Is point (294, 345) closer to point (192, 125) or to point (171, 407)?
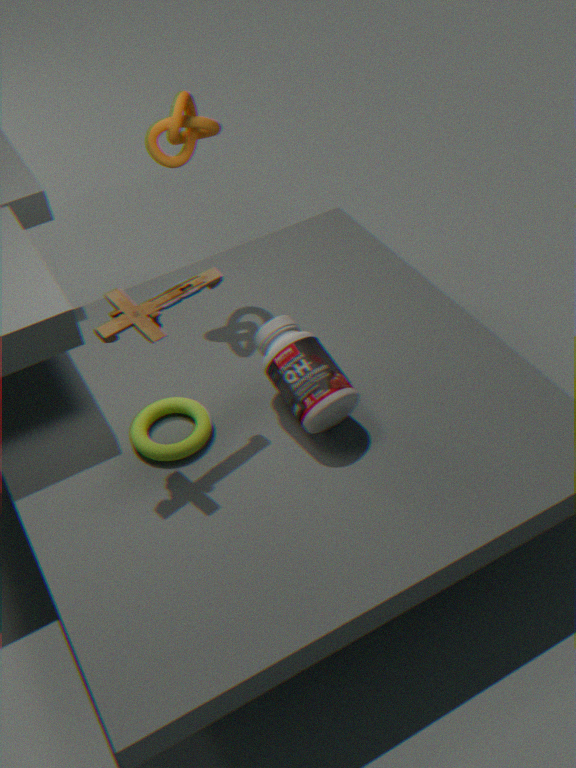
point (171, 407)
